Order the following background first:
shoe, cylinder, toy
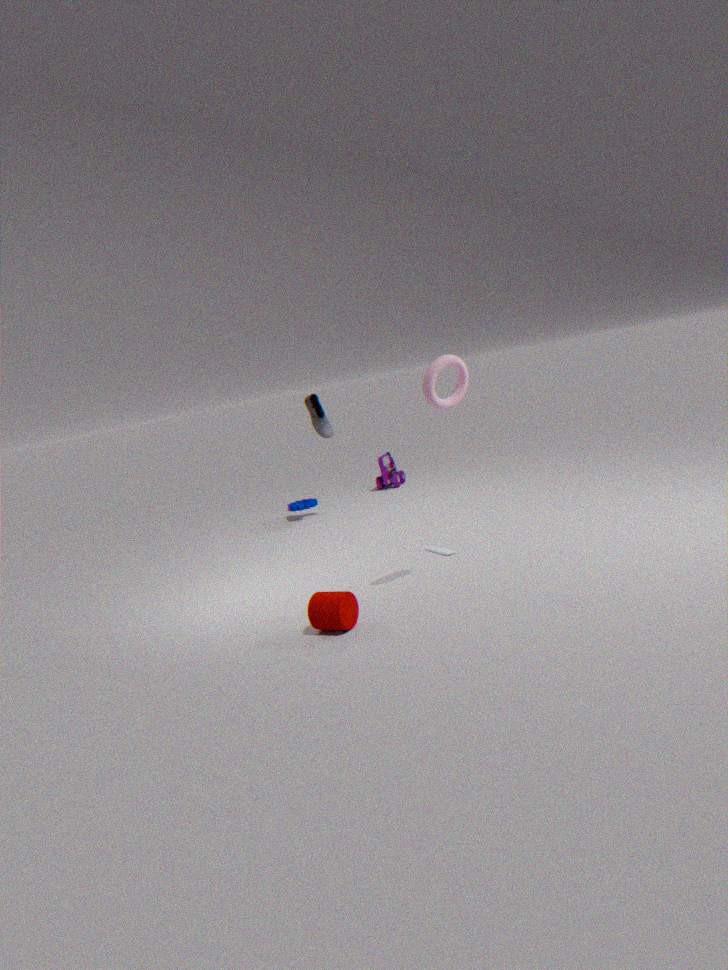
1. toy
2. shoe
3. cylinder
